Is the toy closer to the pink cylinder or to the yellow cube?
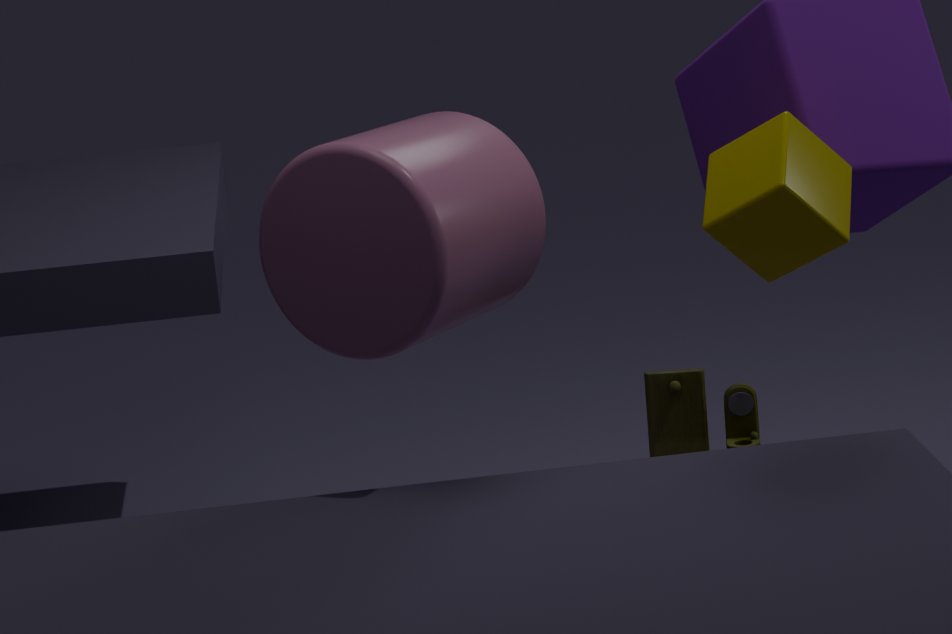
the yellow cube
